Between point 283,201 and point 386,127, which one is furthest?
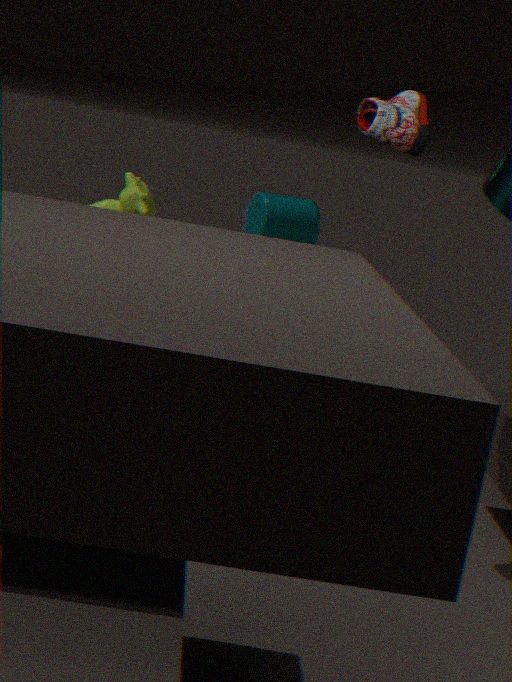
point 283,201
